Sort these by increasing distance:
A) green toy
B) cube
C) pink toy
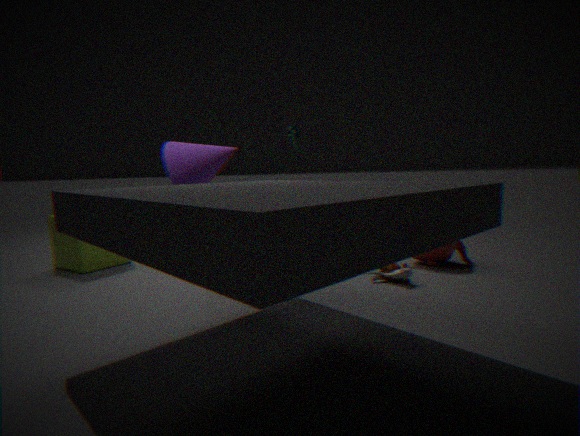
pink toy
cube
green toy
